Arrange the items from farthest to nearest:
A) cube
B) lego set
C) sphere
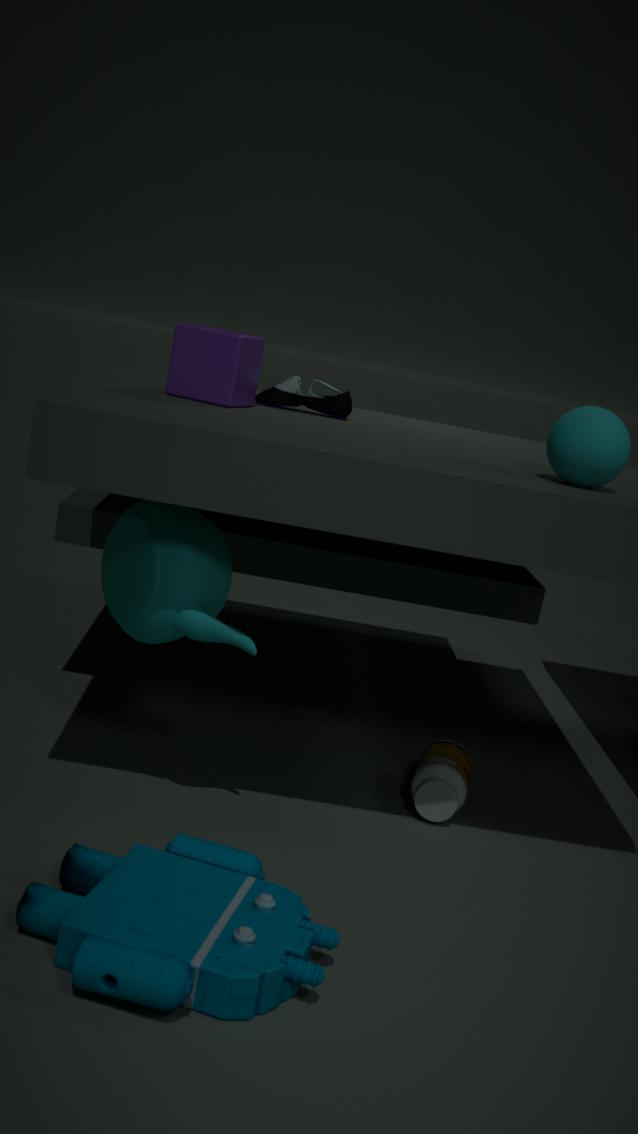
cube → sphere → lego set
